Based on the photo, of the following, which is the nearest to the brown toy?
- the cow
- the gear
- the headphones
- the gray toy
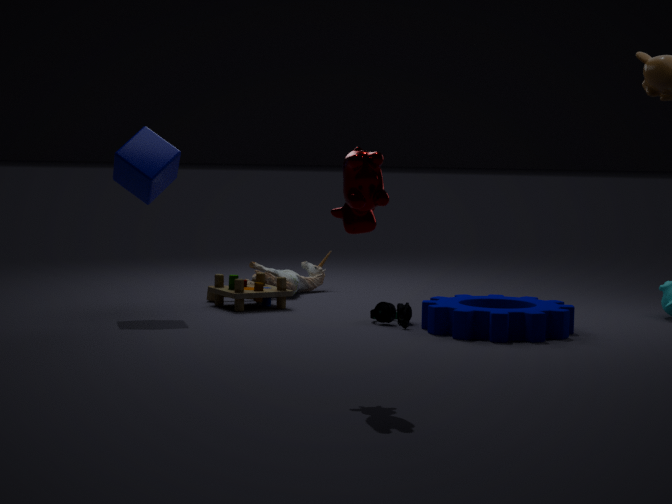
the gray toy
